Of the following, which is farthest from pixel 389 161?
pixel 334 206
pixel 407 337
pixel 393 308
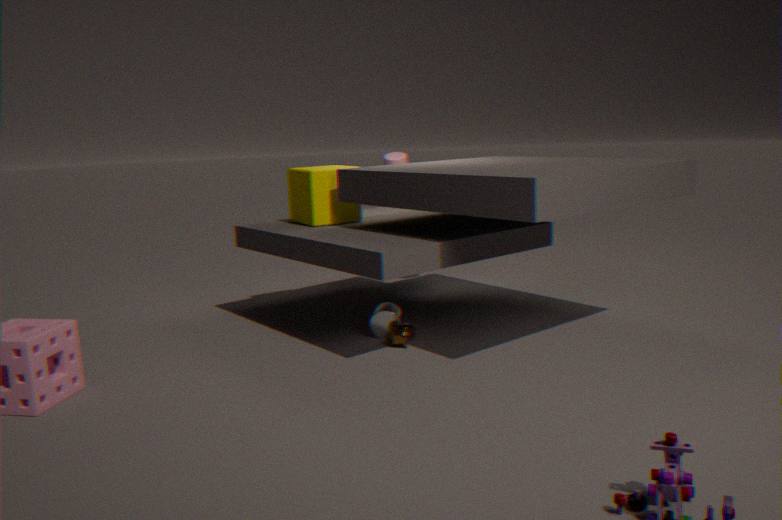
pixel 407 337
